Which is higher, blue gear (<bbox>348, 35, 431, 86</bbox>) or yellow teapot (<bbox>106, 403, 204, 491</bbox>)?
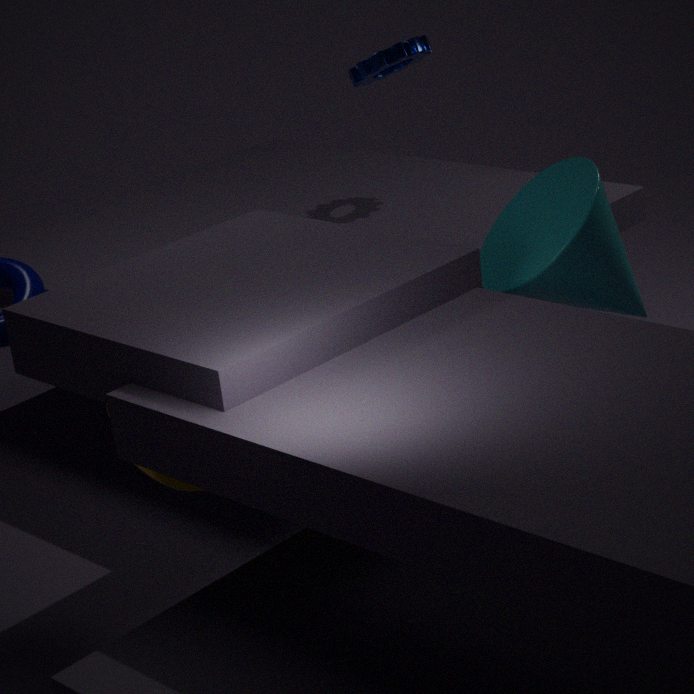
blue gear (<bbox>348, 35, 431, 86</bbox>)
